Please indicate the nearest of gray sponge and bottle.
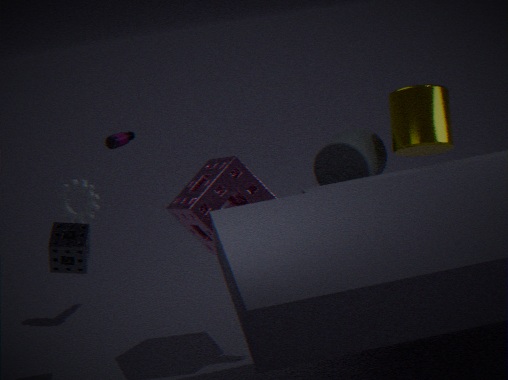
gray sponge
